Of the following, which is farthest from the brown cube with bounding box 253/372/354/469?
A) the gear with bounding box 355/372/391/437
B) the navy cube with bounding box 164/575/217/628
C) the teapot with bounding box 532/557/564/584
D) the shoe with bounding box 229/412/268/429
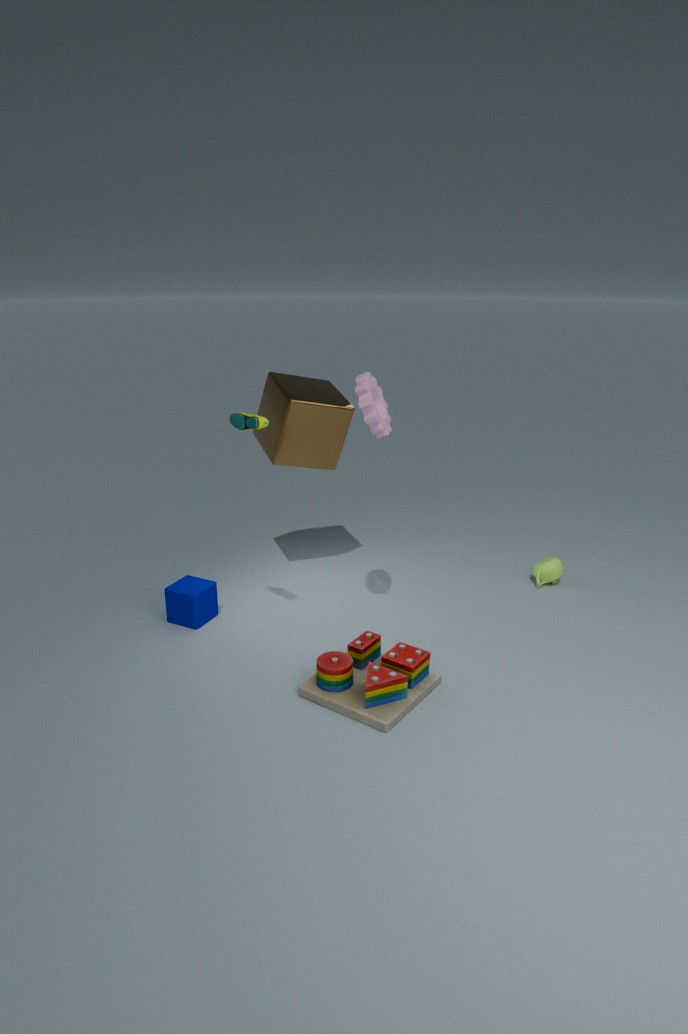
the teapot with bounding box 532/557/564/584
